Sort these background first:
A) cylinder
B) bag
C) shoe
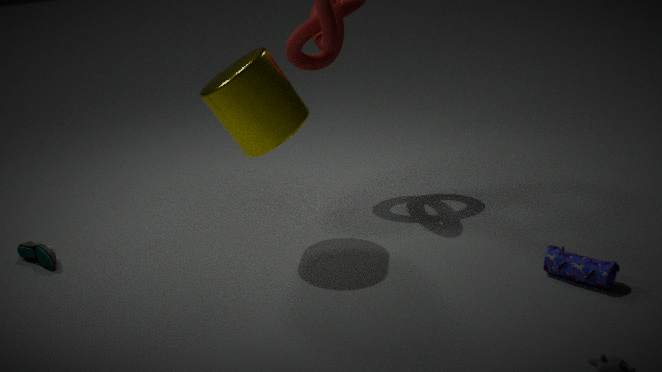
shoe → cylinder → bag
